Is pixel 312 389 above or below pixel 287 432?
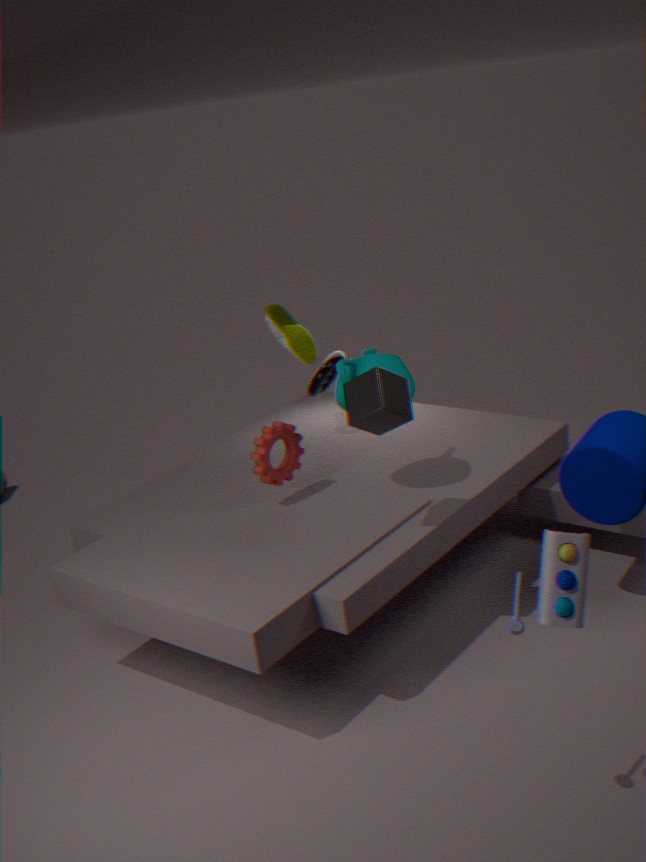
above
